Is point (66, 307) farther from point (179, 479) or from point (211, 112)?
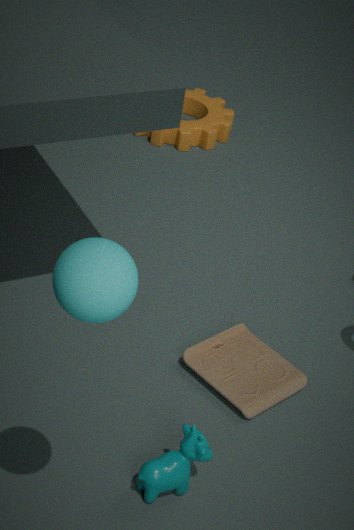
point (211, 112)
